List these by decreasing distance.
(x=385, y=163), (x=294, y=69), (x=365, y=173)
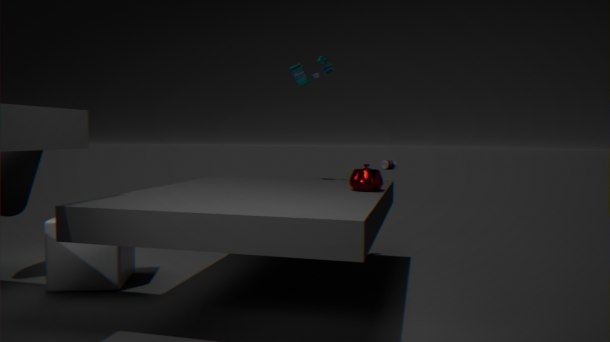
(x=385, y=163) < (x=294, y=69) < (x=365, y=173)
